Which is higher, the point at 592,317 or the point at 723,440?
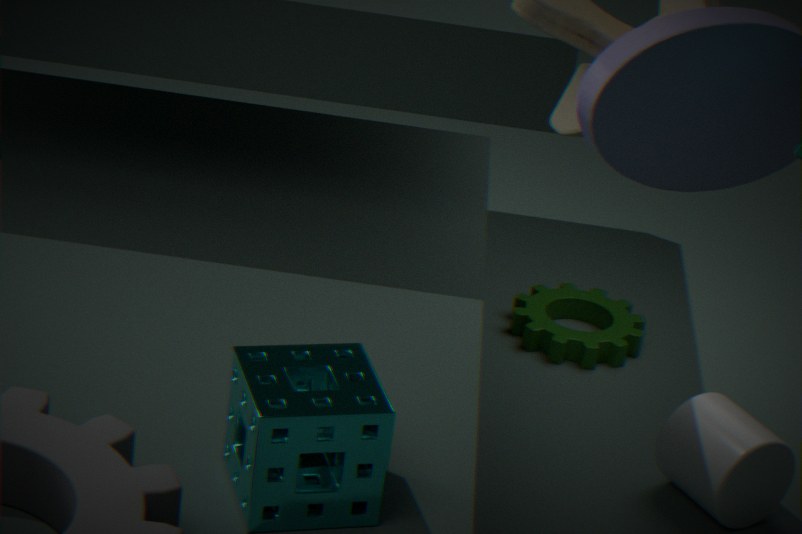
the point at 723,440
